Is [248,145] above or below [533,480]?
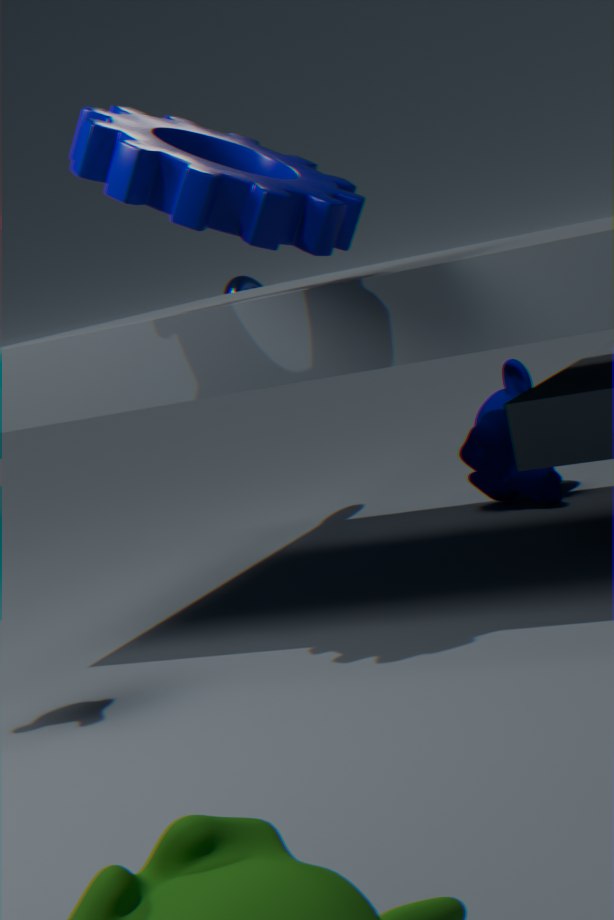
above
